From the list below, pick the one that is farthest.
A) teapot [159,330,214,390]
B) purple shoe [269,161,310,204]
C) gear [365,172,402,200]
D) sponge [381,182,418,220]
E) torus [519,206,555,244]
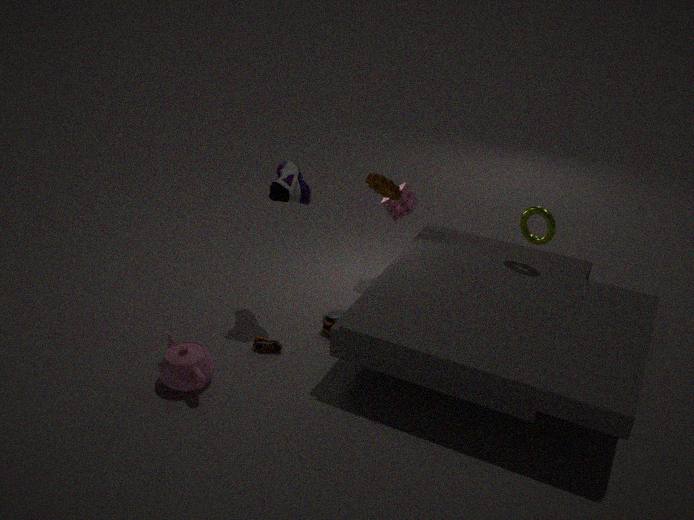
sponge [381,182,418,220]
